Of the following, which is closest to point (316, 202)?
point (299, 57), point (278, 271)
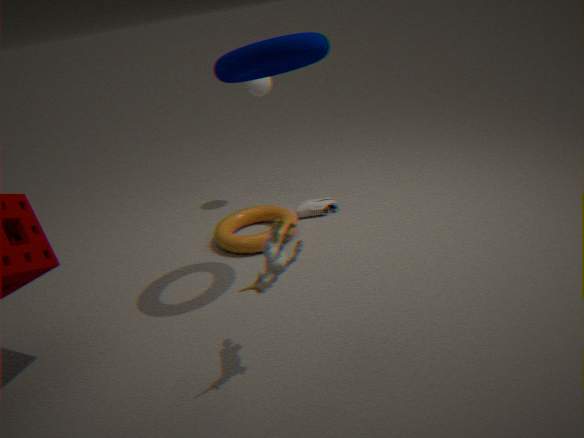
point (299, 57)
